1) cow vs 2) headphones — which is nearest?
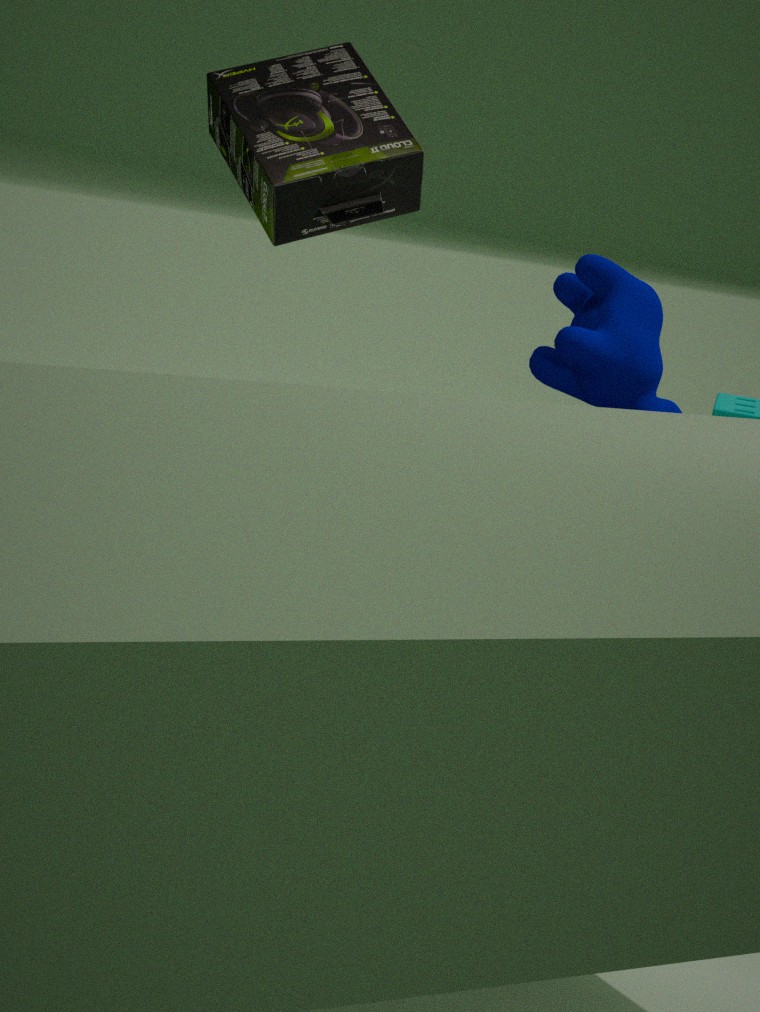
2. headphones
